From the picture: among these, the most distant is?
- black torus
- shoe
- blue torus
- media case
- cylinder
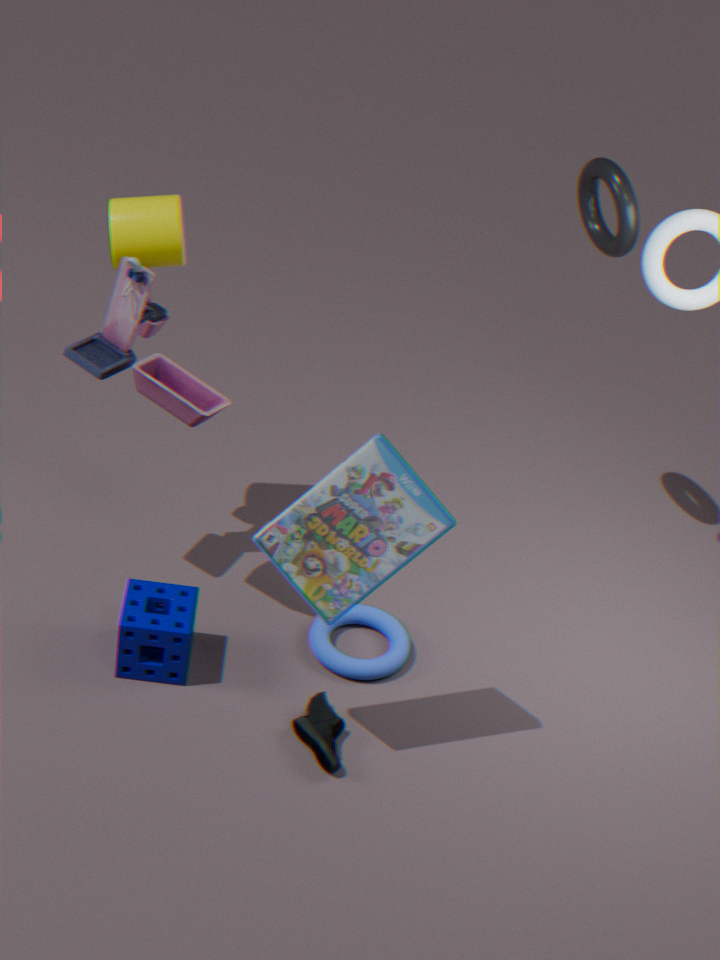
blue torus
